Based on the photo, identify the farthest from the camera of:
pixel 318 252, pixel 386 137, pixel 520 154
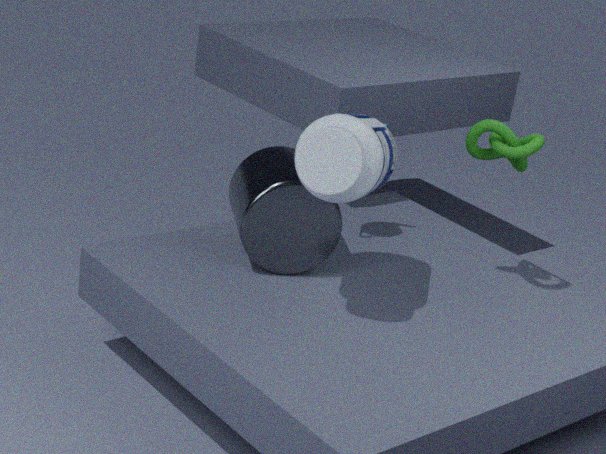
pixel 318 252
